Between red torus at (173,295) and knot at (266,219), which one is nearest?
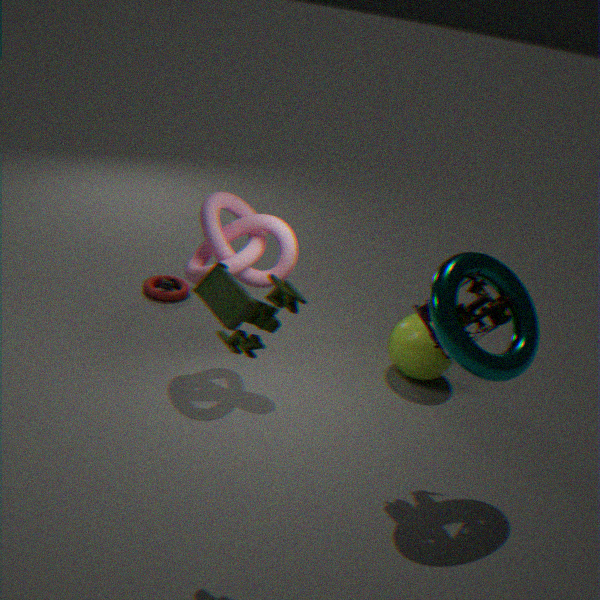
knot at (266,219)
